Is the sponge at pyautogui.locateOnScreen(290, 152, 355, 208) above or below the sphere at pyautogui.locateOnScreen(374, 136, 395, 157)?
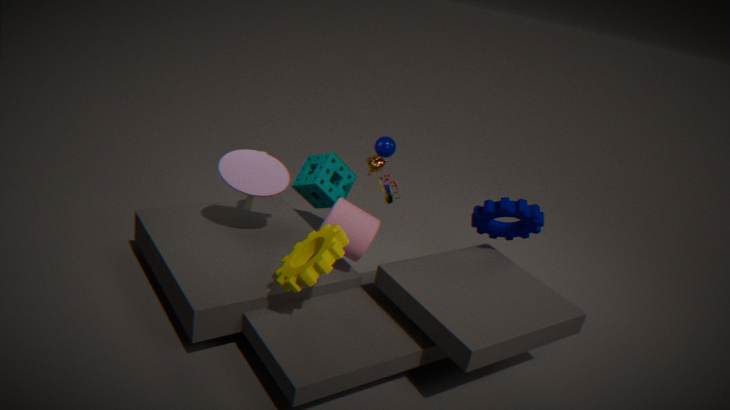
below
